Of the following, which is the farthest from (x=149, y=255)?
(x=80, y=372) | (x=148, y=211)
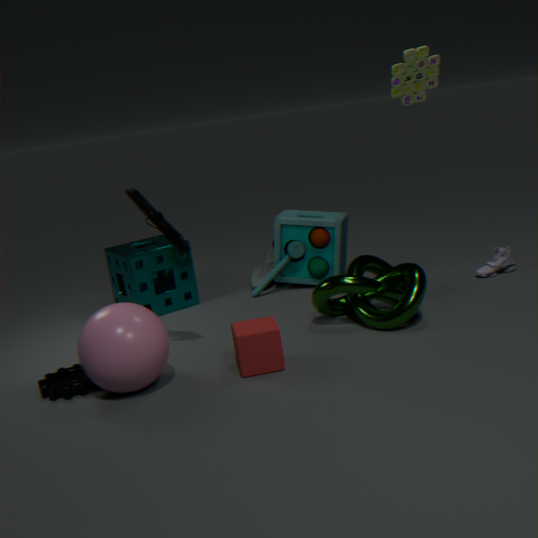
(x=80, y=372)
